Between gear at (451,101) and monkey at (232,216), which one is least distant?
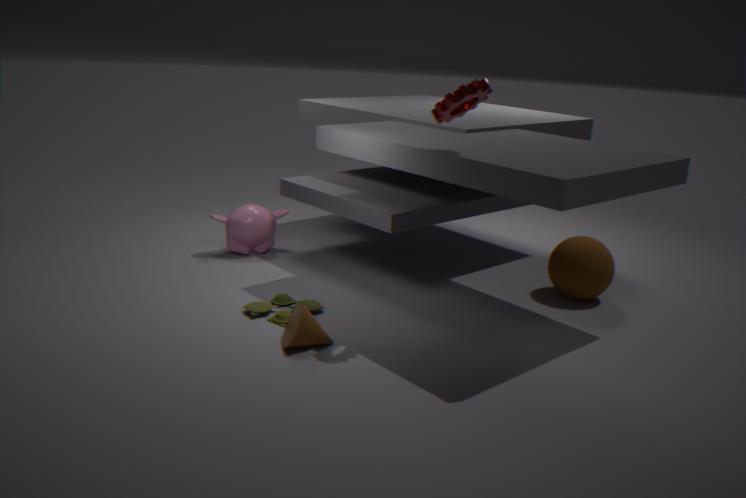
gear at (451,101)
